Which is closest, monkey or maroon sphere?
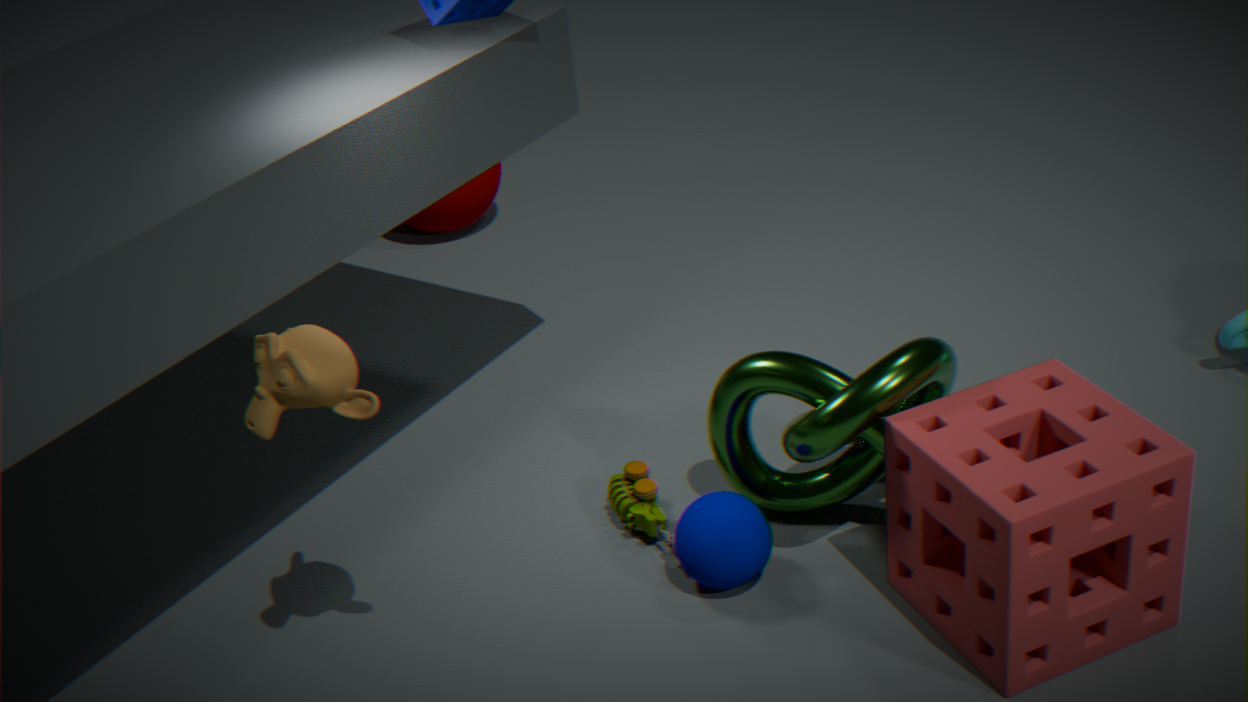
monkey
